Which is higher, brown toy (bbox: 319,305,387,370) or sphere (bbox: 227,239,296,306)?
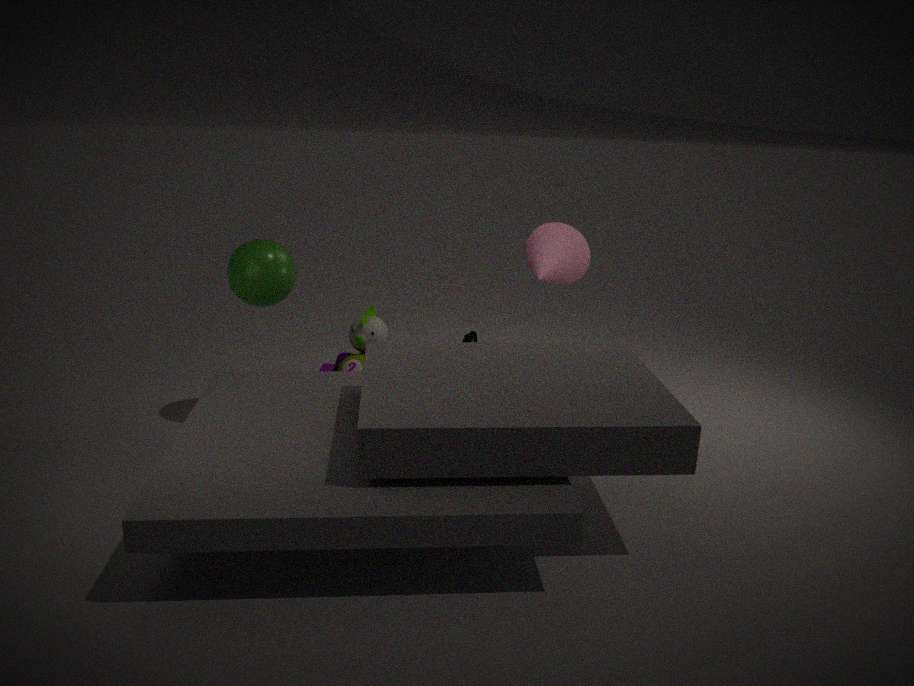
sphere (bbox: 227,239,296,306)
